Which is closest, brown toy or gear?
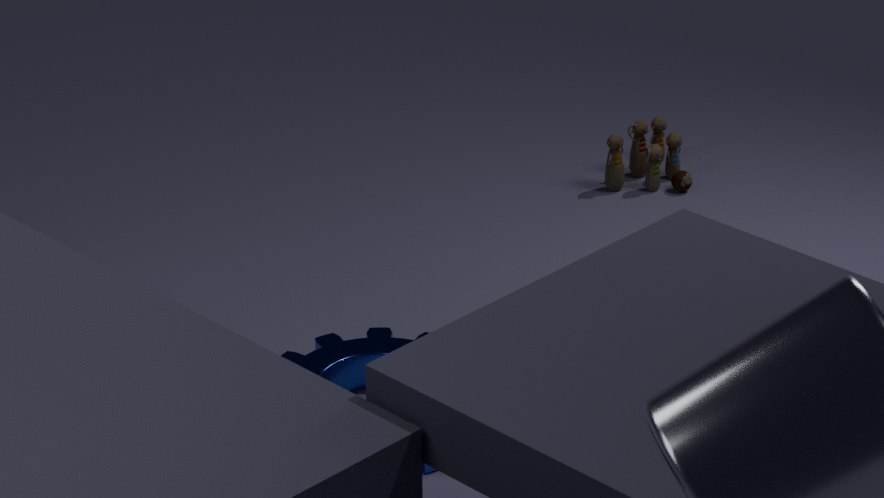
gear
